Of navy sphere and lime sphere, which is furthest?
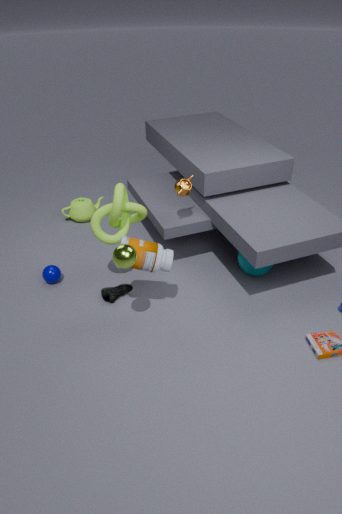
navy sphere
